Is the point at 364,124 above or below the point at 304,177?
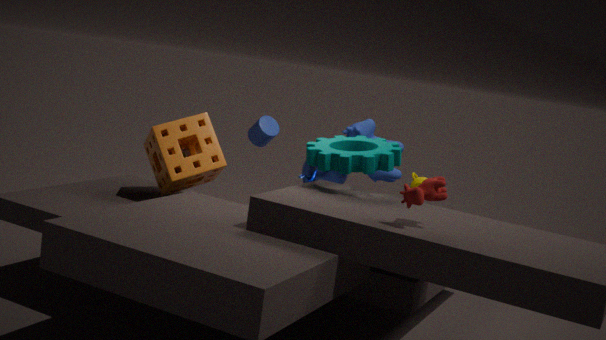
above
